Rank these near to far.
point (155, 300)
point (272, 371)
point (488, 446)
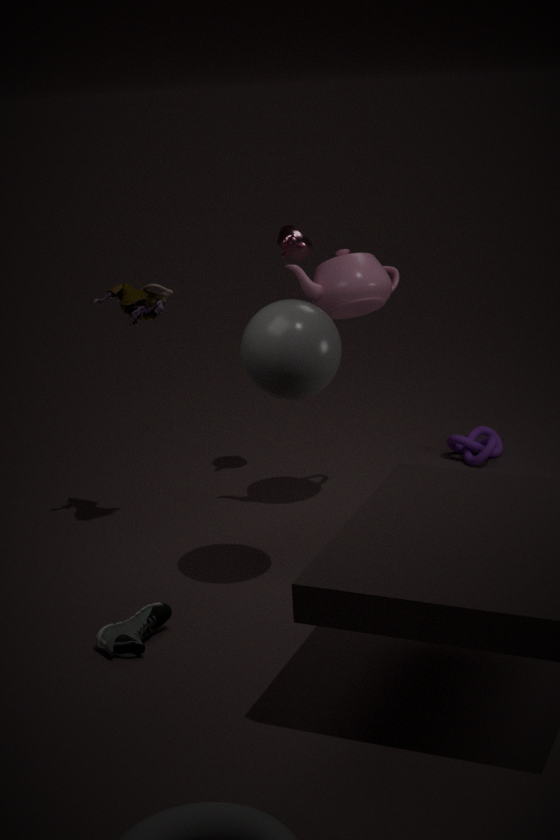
1. point (272, 371)
2. point (155, 300)
3. point (488, 446)
